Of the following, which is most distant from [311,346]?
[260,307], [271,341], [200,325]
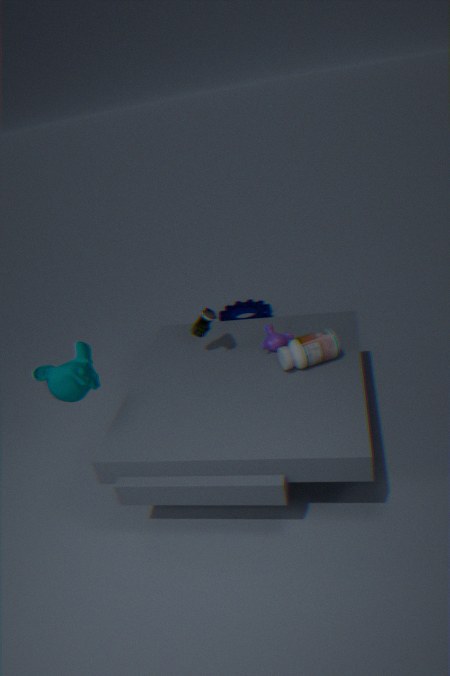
[260,307]
